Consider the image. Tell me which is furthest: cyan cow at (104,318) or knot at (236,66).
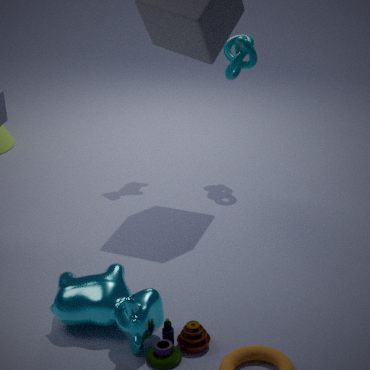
knot at (236,66)
